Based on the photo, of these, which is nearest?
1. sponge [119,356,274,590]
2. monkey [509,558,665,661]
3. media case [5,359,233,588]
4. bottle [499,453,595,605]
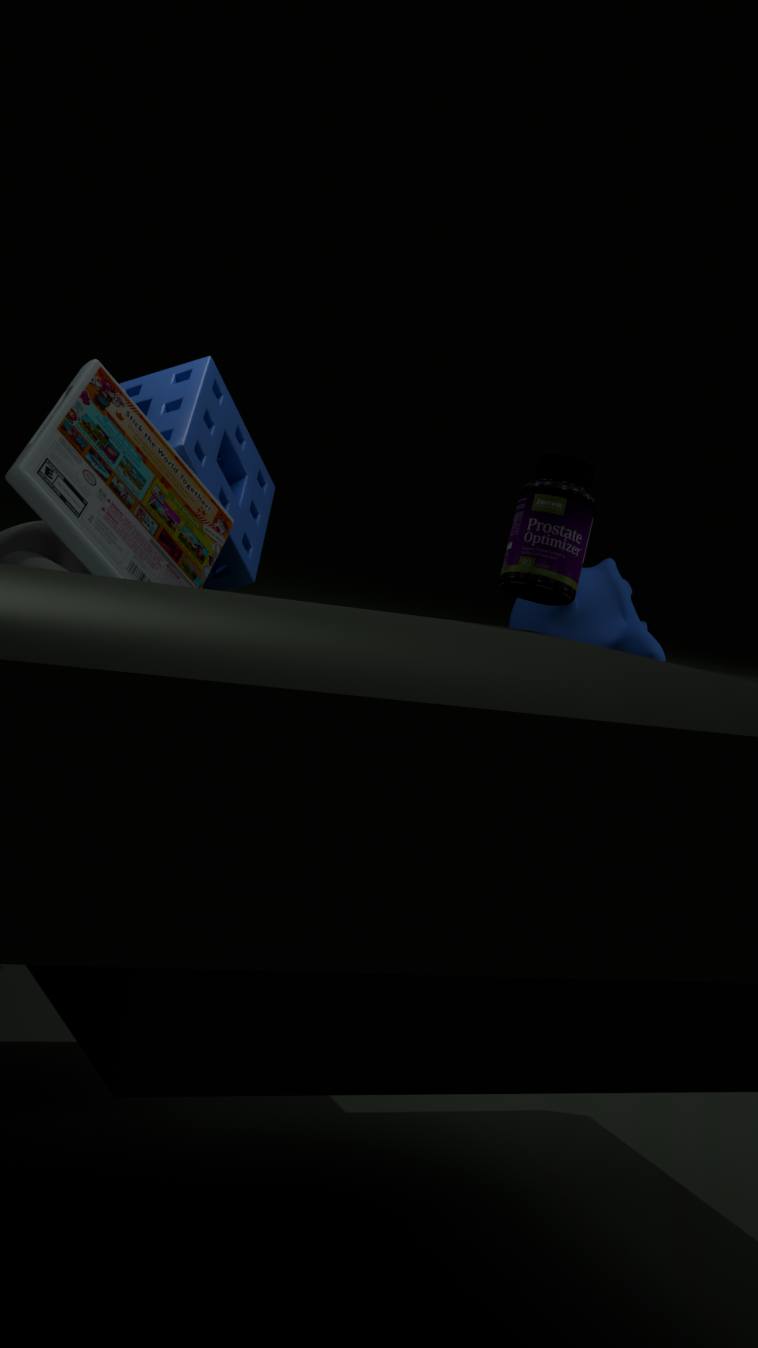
media case [5,359,233,588]
